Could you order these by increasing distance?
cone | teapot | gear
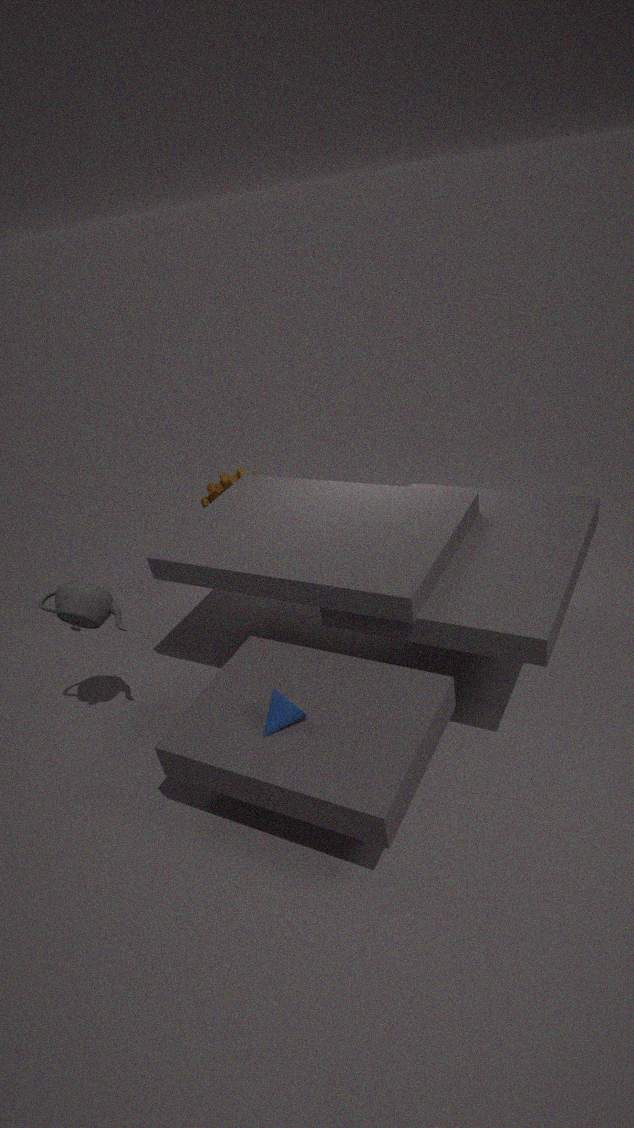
cone → teapot → gear
